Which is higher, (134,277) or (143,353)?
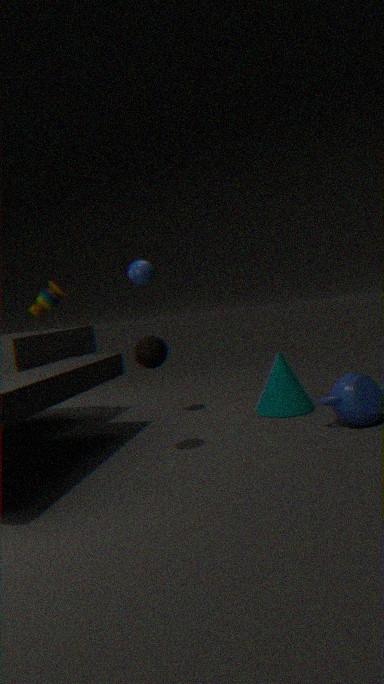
(134,277)
